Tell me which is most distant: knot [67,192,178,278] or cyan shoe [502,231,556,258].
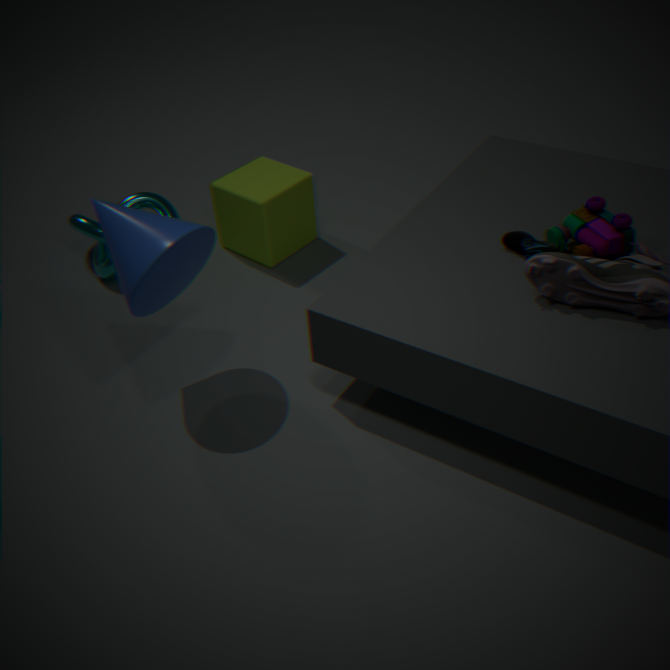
knot [67,192,178,278]
